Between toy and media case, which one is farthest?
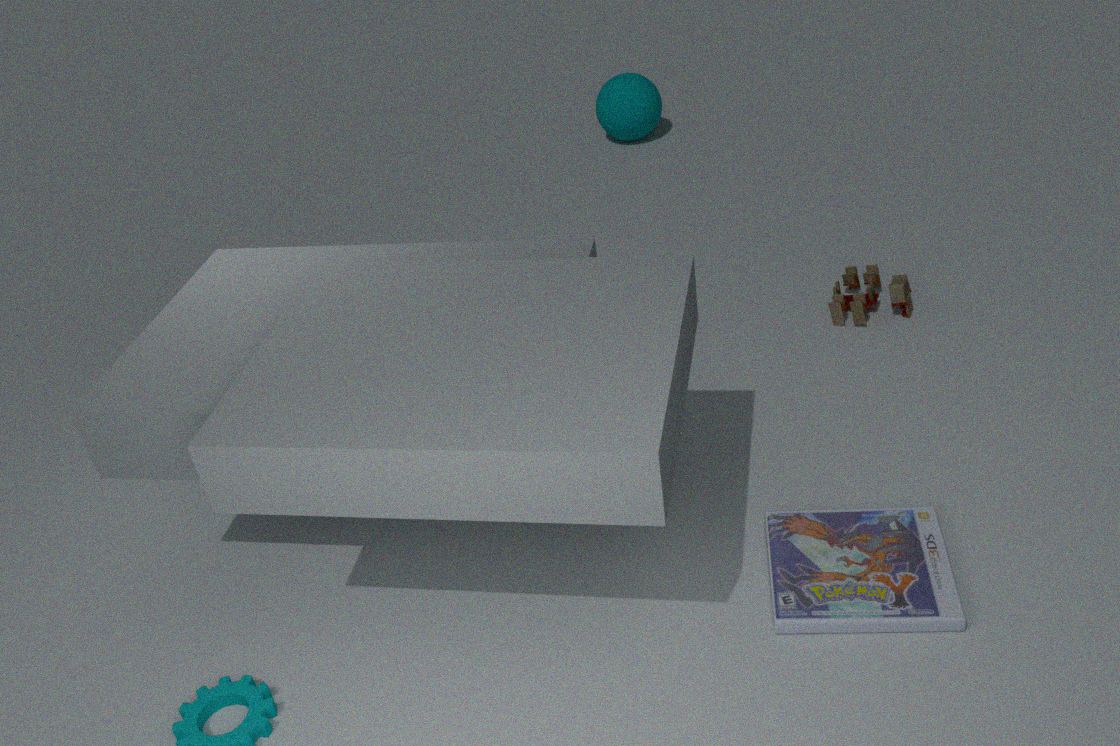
toy
